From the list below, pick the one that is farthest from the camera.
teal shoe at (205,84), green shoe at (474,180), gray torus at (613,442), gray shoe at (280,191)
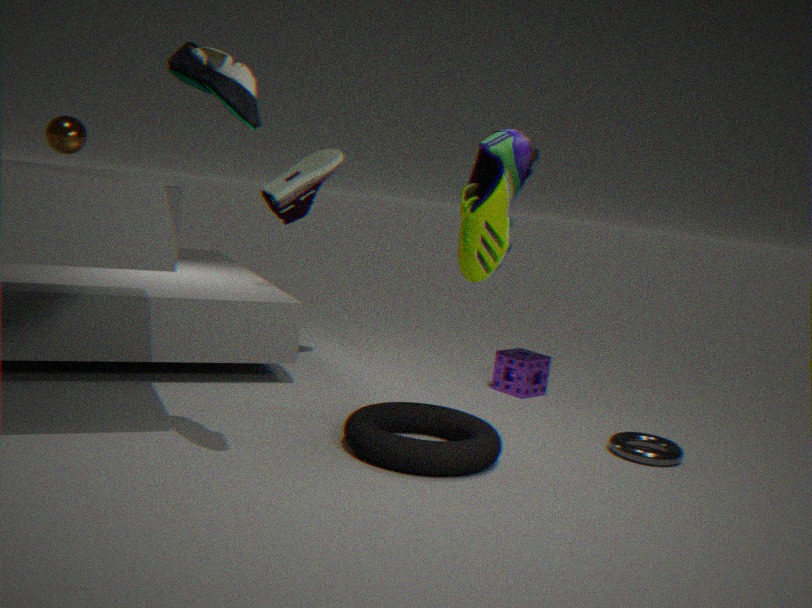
gray shoe at (280,191)
